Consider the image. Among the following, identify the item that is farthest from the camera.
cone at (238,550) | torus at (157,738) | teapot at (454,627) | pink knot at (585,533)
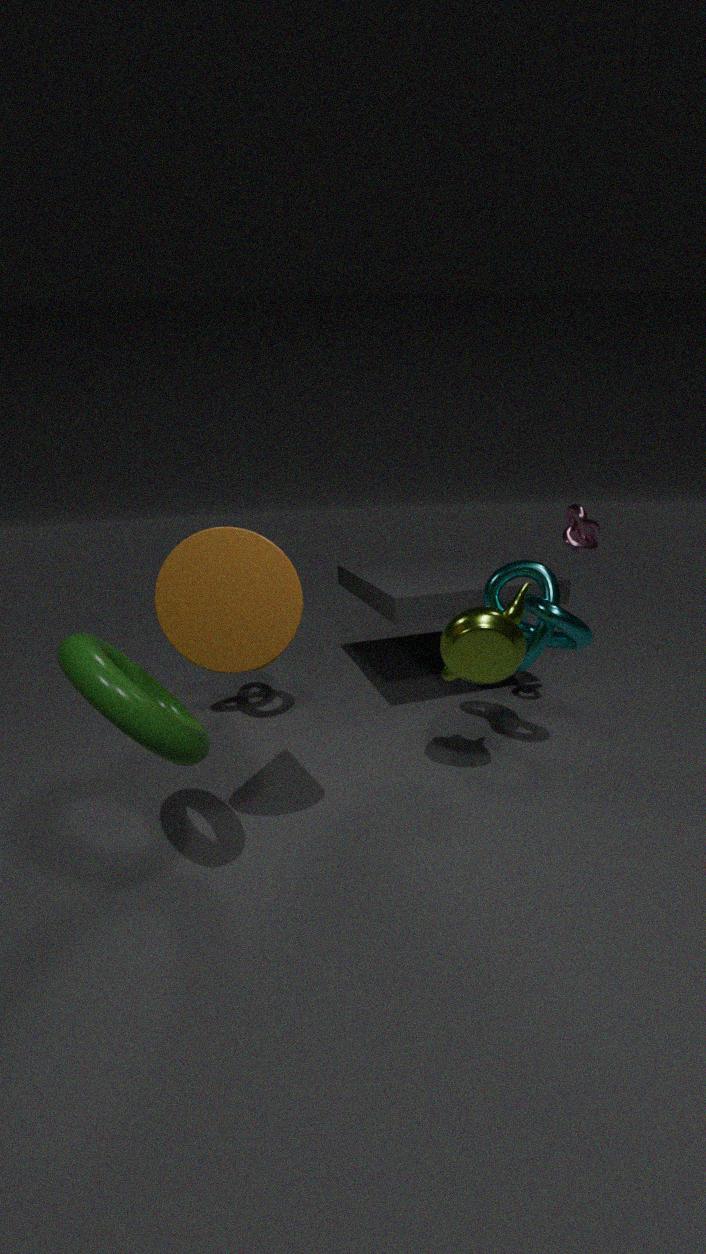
pink knot at (585,533)
